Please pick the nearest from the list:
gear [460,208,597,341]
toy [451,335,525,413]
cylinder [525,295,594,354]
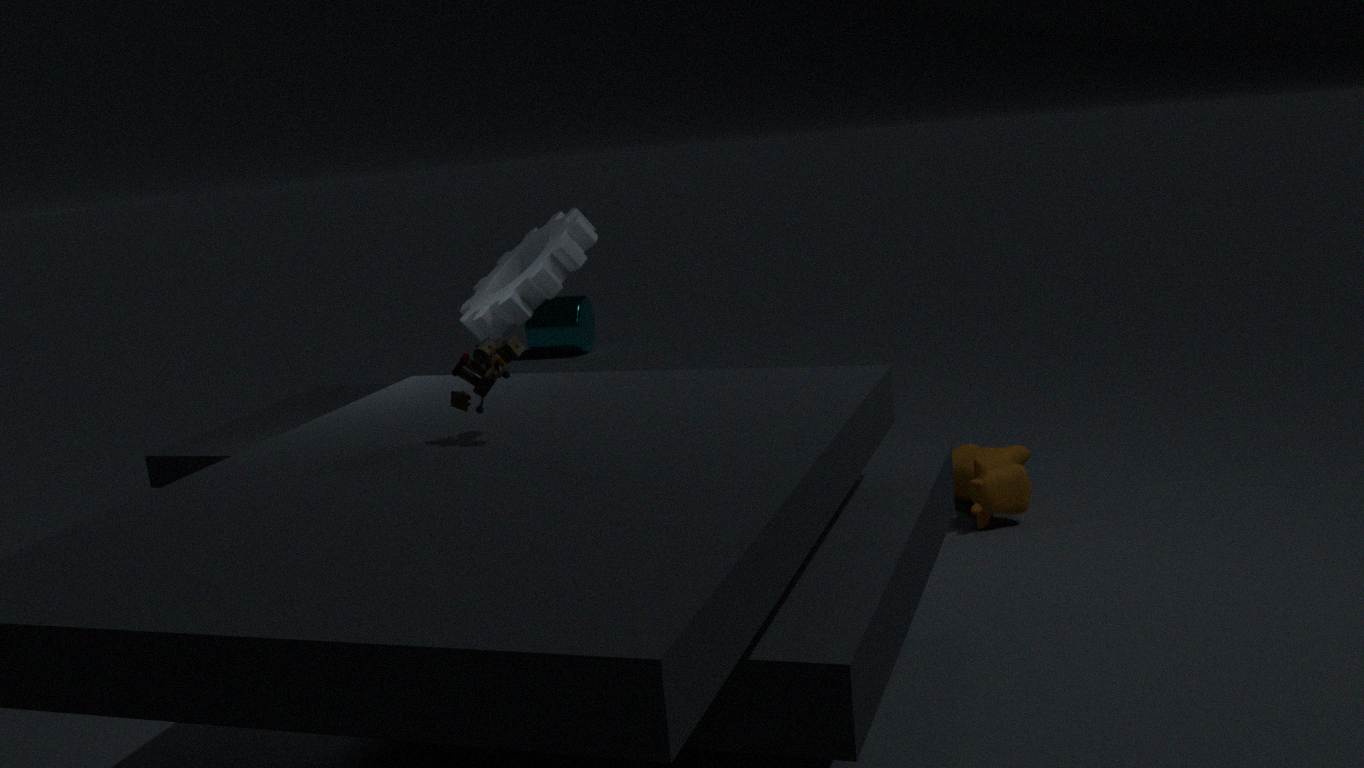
toy [451,335,525,413]
